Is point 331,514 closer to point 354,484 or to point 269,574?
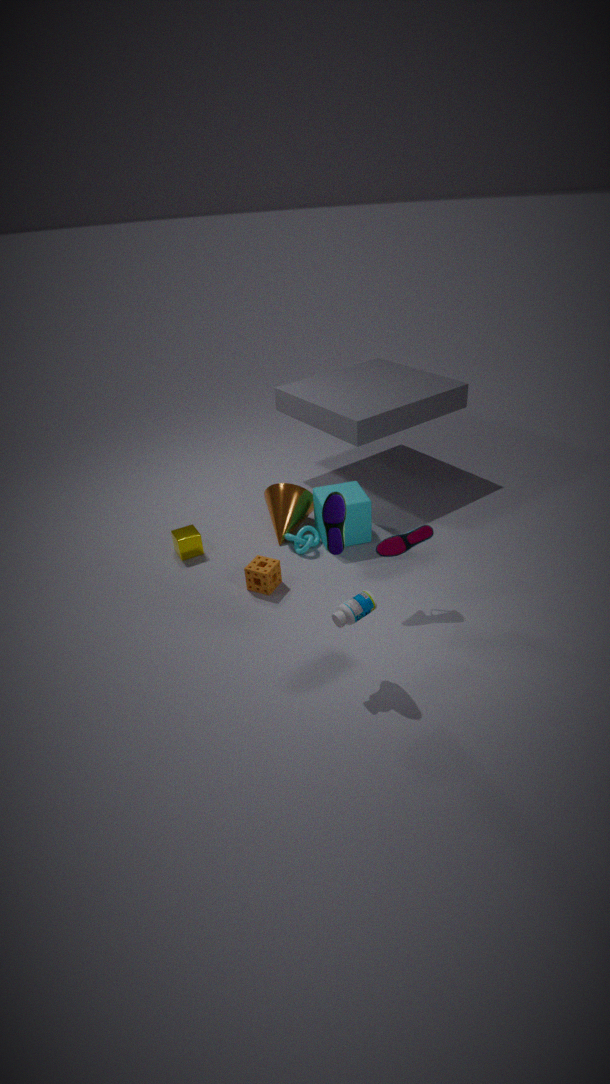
point 269,574
